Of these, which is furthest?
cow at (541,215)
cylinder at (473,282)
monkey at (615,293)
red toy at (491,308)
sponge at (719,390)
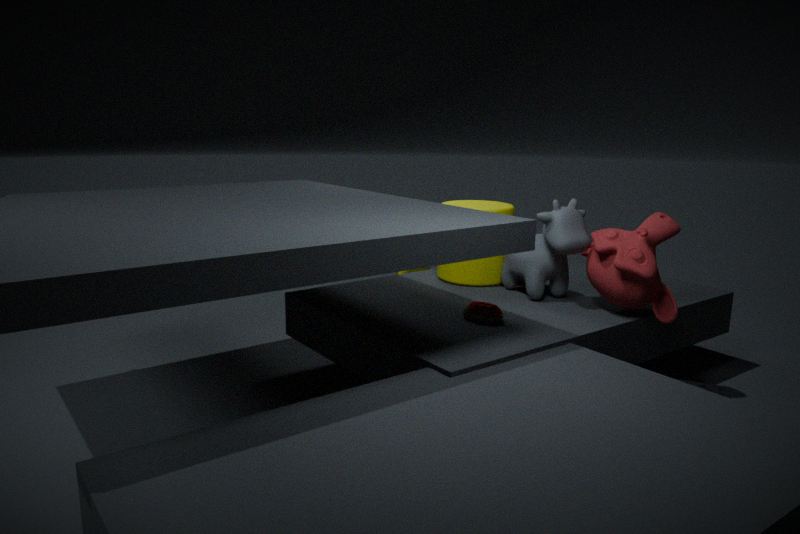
cylinder at (473,282)
